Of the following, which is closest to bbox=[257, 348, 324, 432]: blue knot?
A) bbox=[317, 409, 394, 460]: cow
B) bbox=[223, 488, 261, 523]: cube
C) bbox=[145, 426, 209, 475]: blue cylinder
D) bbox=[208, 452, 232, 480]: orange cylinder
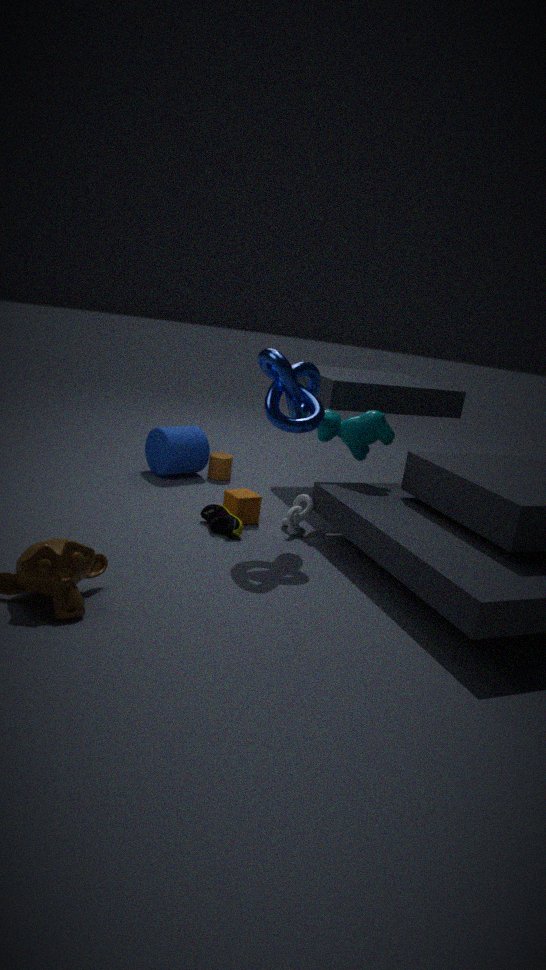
bbox=[317, 409, 394, 460]: cow
